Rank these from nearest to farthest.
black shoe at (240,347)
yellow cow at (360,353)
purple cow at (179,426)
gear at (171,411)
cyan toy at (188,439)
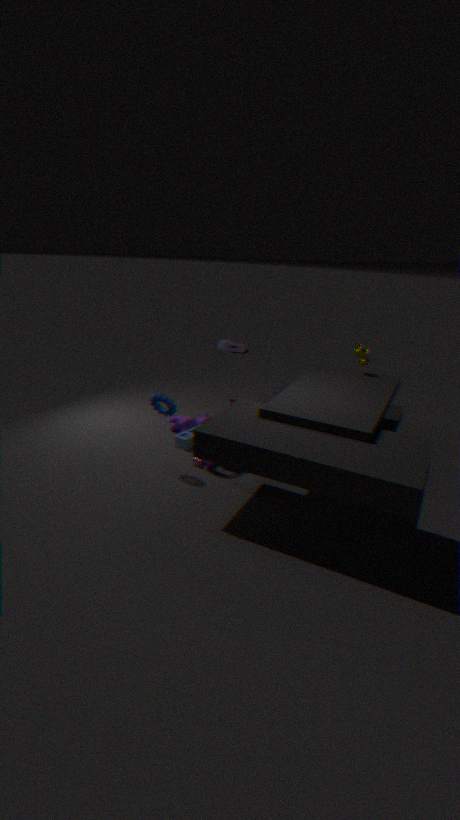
gear at (171,411) < black shoe at (240,347) < yellow cow at (360,353) < cyan toy at (188,439) < purple cow at (179,426)
